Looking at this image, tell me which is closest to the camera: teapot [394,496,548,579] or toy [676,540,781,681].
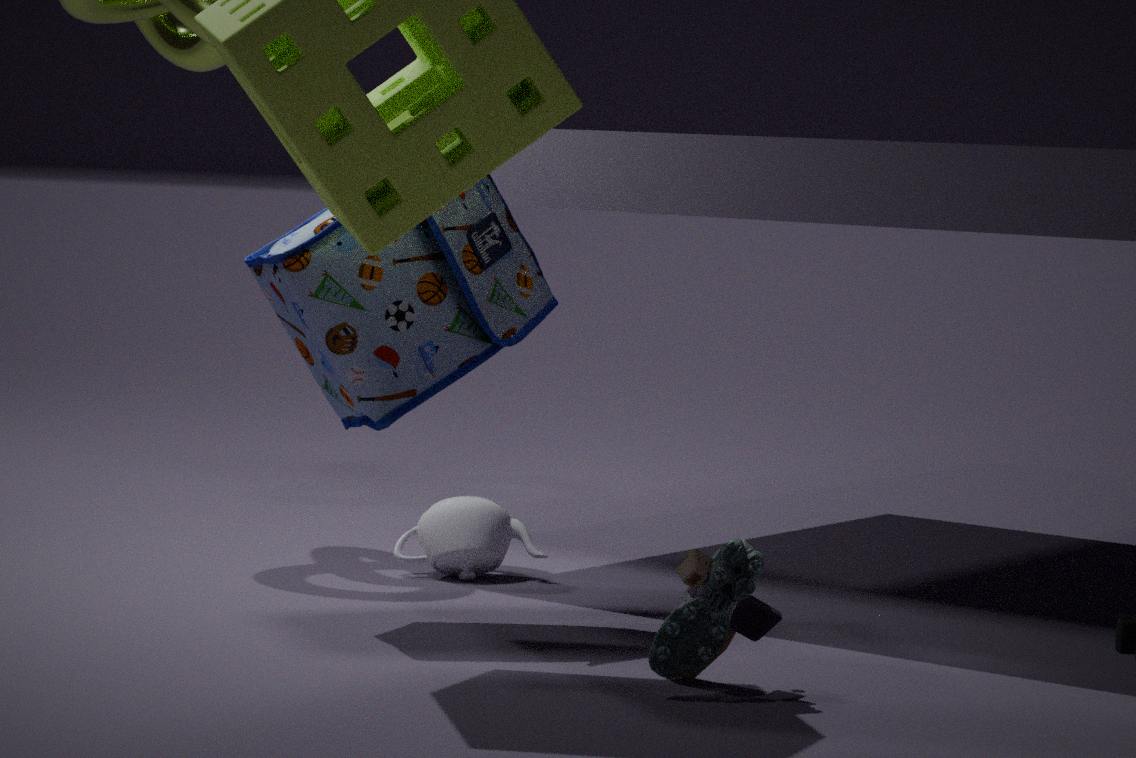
toy [676,540,781,681]
